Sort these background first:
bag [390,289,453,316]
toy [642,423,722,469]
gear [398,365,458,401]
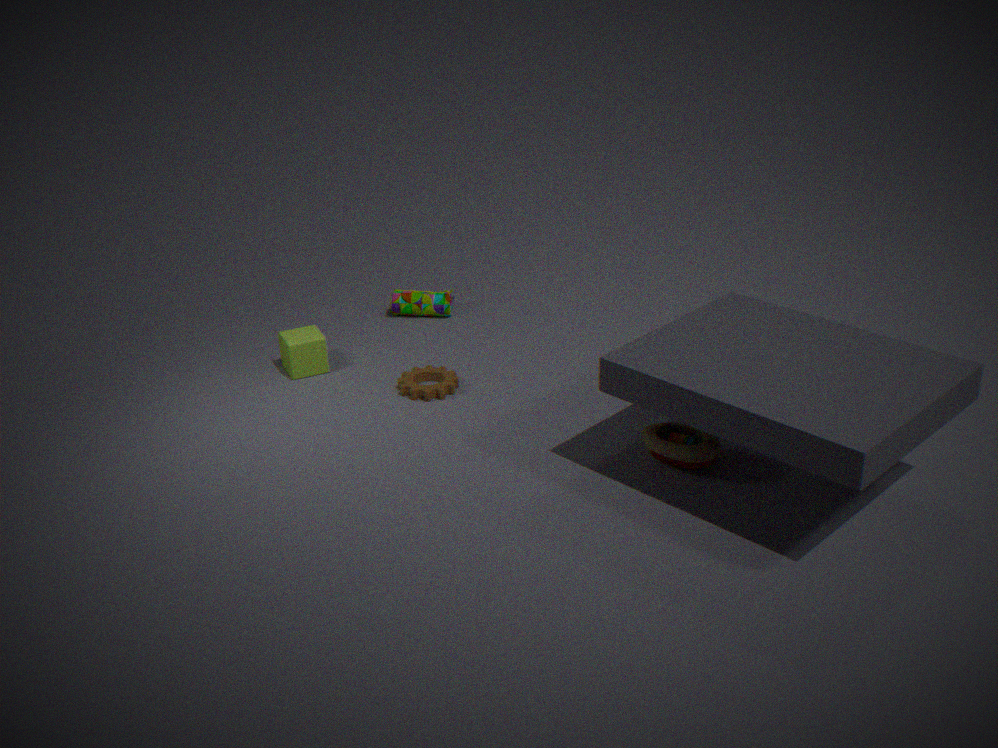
bag [390,289,453,316] → gear [398,365,458,401] → toy [642,423,722,469]
